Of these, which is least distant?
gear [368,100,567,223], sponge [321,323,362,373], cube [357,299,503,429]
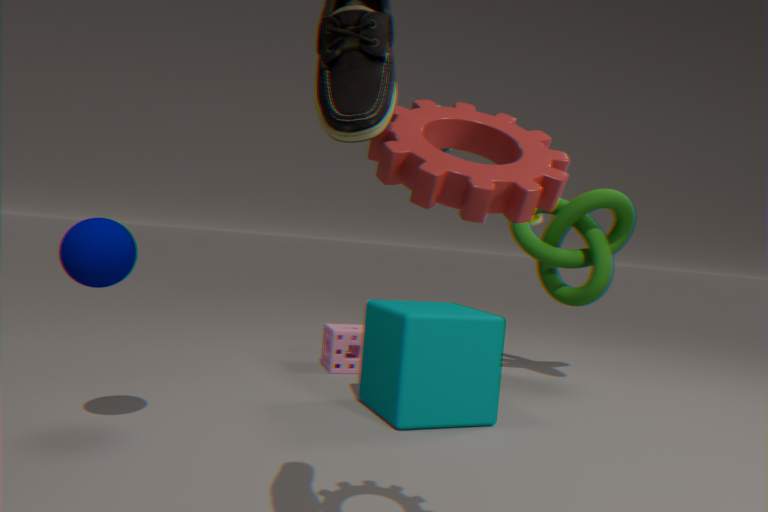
gear [368,100,567,223]
